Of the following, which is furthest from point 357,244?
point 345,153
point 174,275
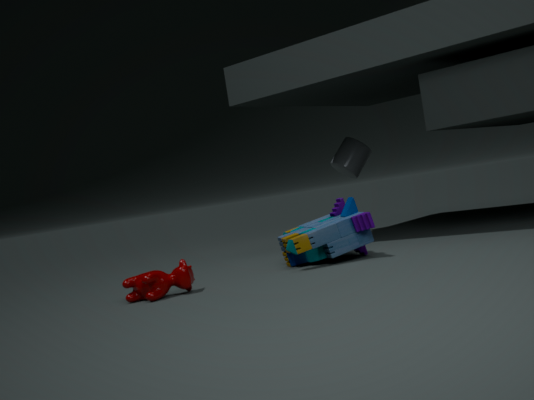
point 345,153
